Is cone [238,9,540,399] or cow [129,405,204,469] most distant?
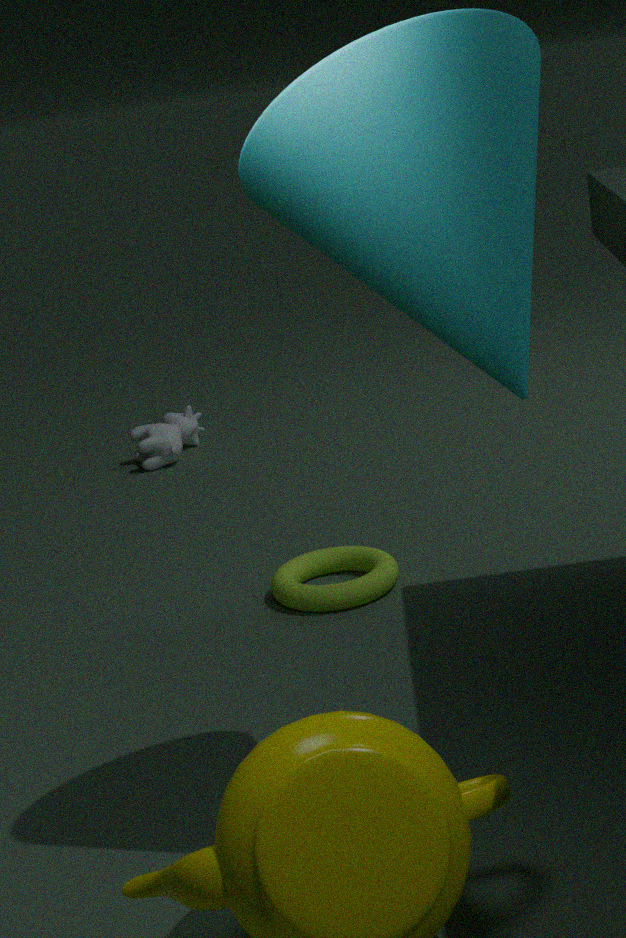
cow [129,405,204,469]
